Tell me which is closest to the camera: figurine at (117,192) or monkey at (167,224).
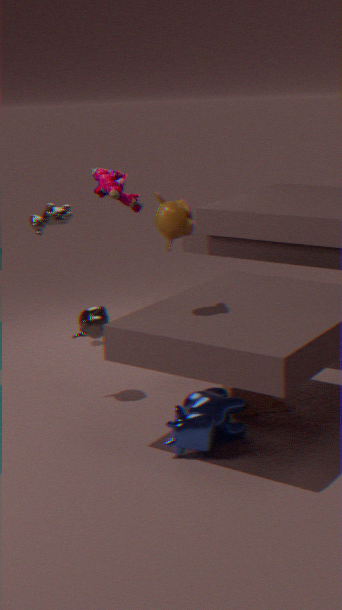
monkey at (167,224)
